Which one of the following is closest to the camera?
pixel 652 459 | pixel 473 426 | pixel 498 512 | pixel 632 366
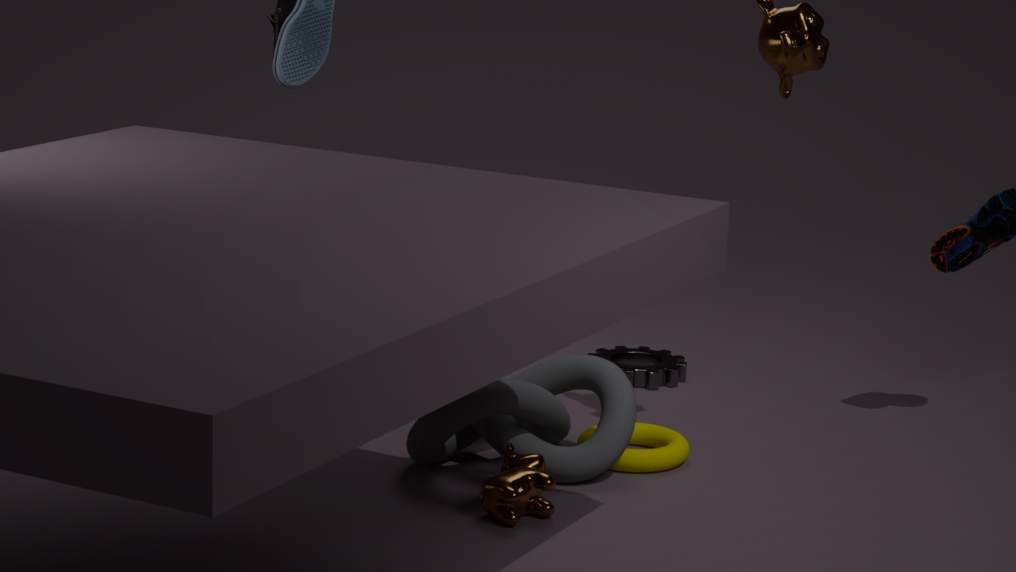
pixel 498 512
